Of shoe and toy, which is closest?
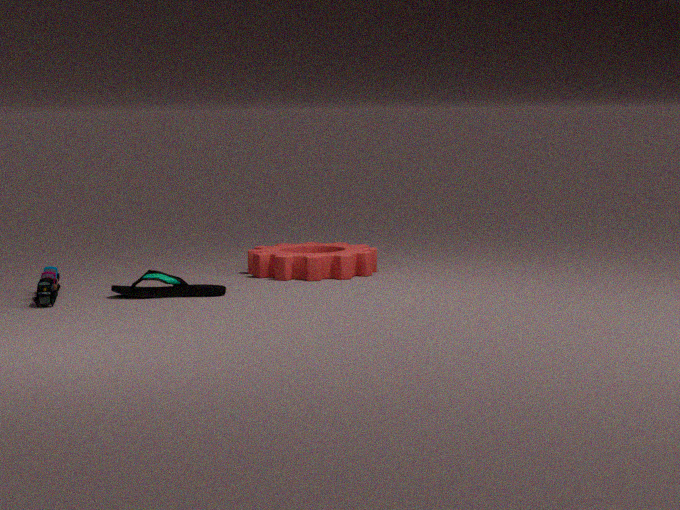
toy
